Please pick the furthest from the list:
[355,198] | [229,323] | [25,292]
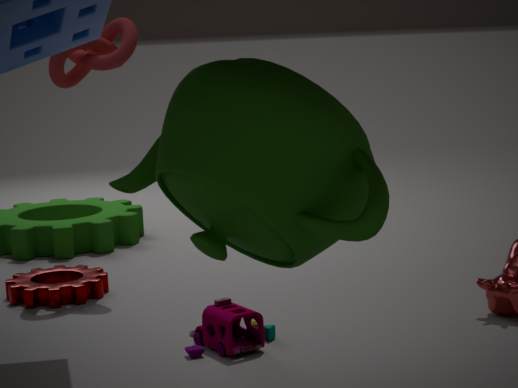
[25,292]
